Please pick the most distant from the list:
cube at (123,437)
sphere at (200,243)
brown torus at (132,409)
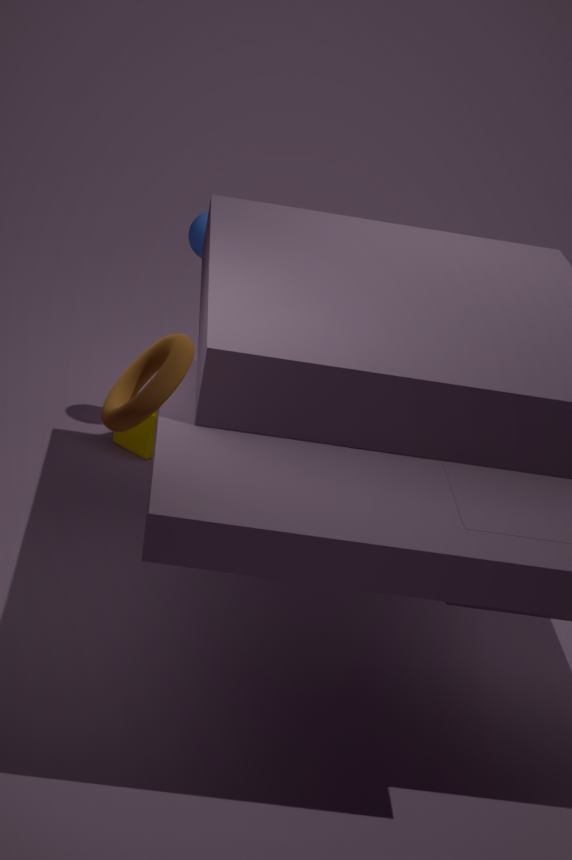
cube at (123,437)
